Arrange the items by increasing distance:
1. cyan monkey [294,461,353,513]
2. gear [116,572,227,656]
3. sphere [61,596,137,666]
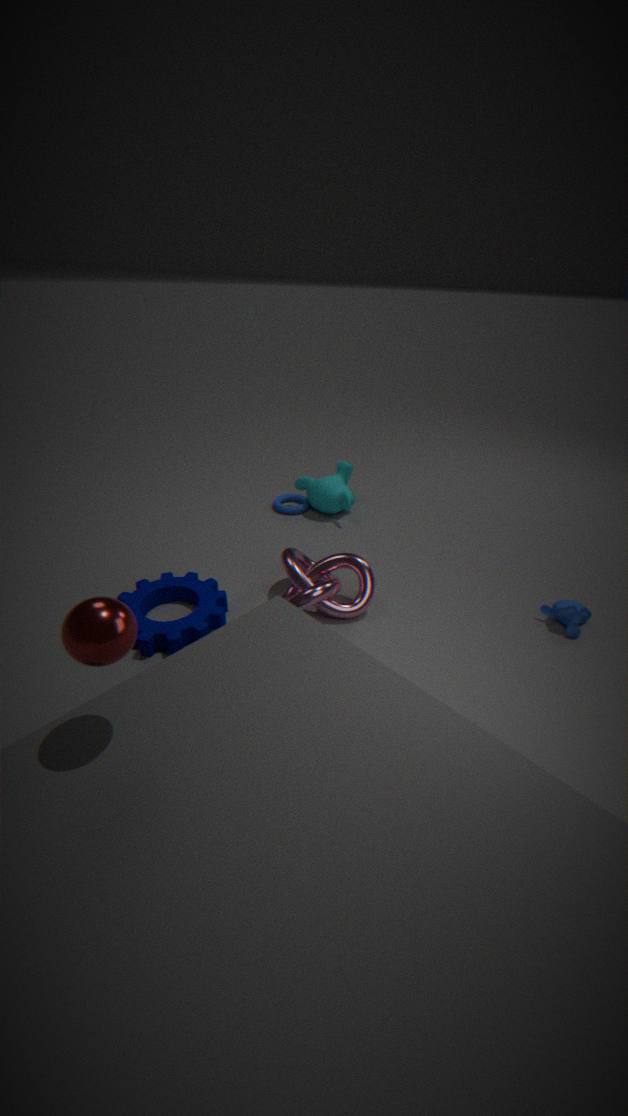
1. sphere [61,596,137,666]
2. gear [116,572,227,656]
3. cyan monkey [294,461,353,513]
